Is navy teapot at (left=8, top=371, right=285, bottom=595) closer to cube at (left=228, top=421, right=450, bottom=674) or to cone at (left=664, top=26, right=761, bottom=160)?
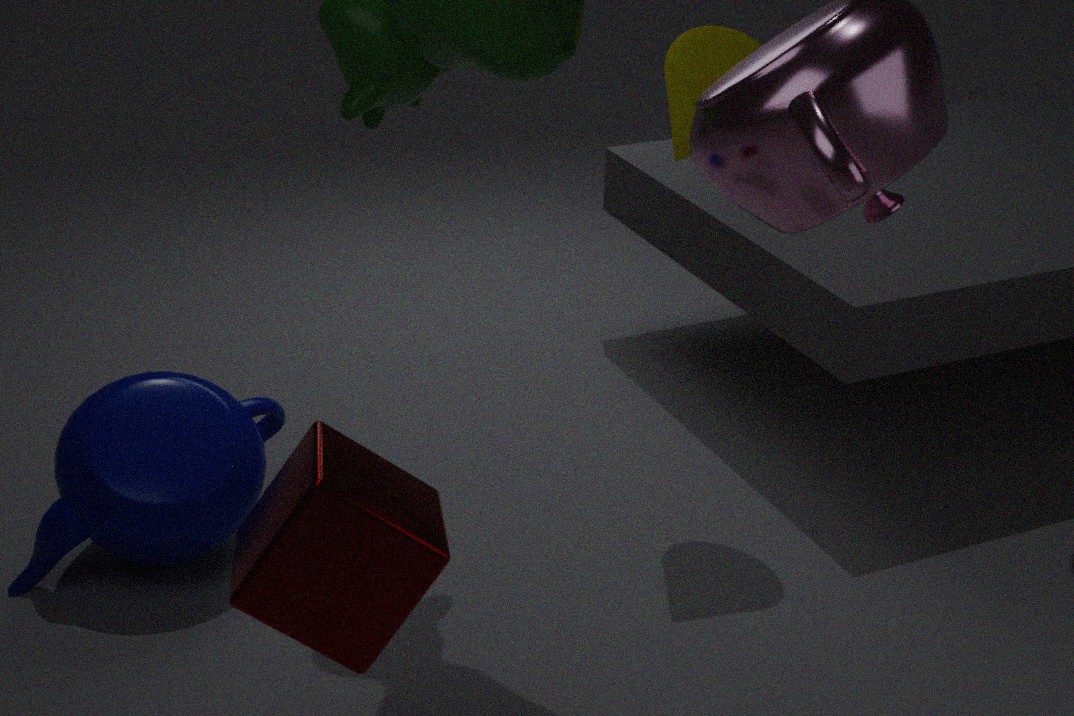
cube at (left=228, top=421, right=450, bottom=674)
